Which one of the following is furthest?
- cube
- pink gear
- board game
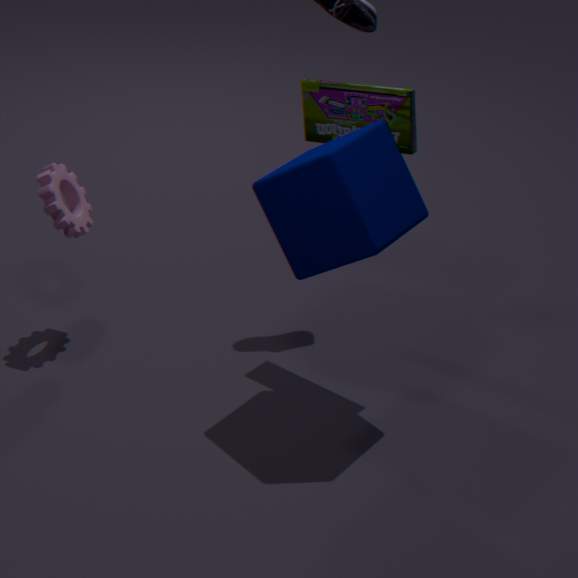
pink gear
